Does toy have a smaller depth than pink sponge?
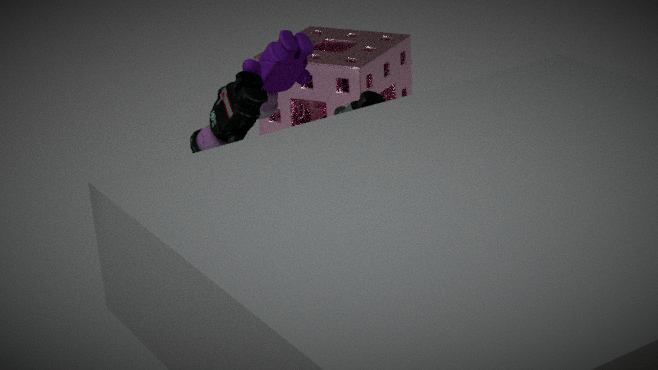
Yes
